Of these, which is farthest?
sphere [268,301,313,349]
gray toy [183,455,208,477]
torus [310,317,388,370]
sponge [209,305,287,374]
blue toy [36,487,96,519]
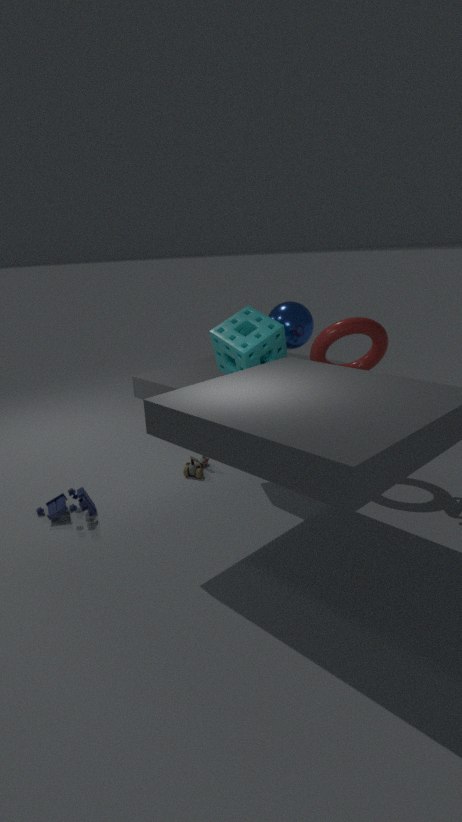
gray toy [183,455,208,477]
